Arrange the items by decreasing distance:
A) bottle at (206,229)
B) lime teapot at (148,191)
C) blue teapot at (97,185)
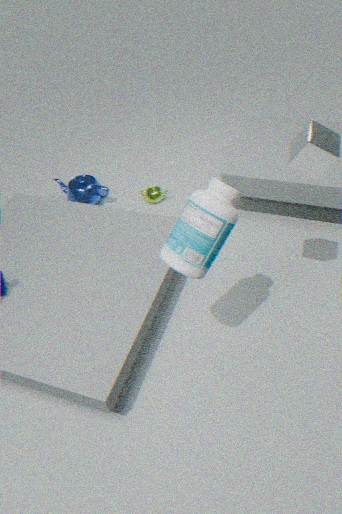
1. lime teapot at (148,191)
2. blue teapot at (97,185)
3. bottle at (206,229)
